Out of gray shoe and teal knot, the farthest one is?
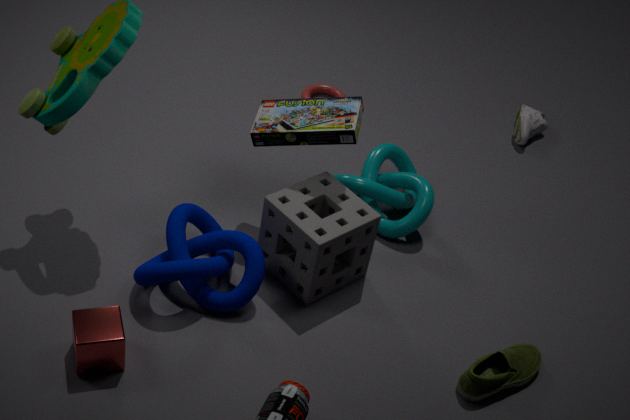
gray shoe
